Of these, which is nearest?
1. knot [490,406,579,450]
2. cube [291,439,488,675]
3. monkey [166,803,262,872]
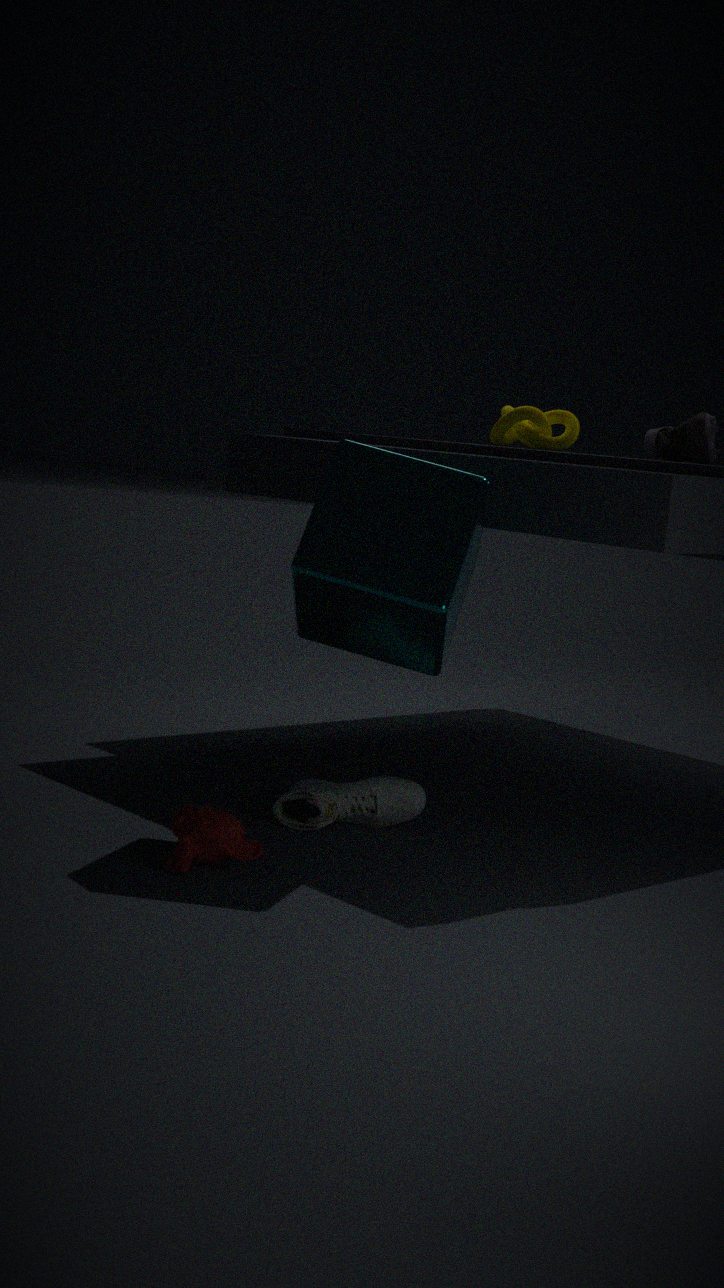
cube [291,439,488,675]
